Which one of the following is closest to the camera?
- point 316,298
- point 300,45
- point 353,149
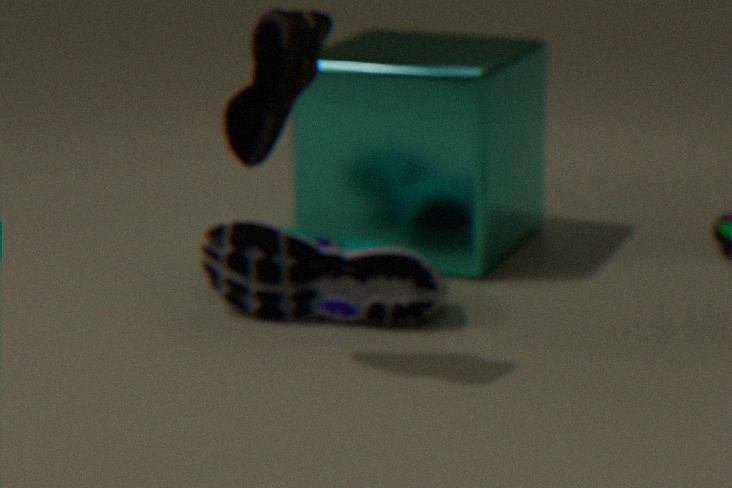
point 300,45
